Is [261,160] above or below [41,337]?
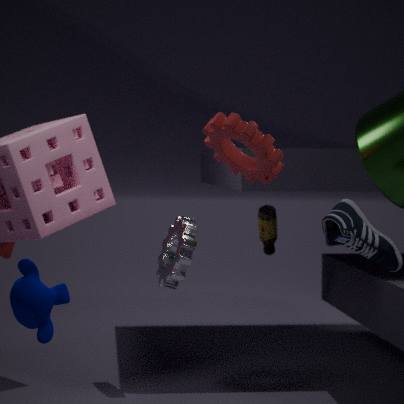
above
